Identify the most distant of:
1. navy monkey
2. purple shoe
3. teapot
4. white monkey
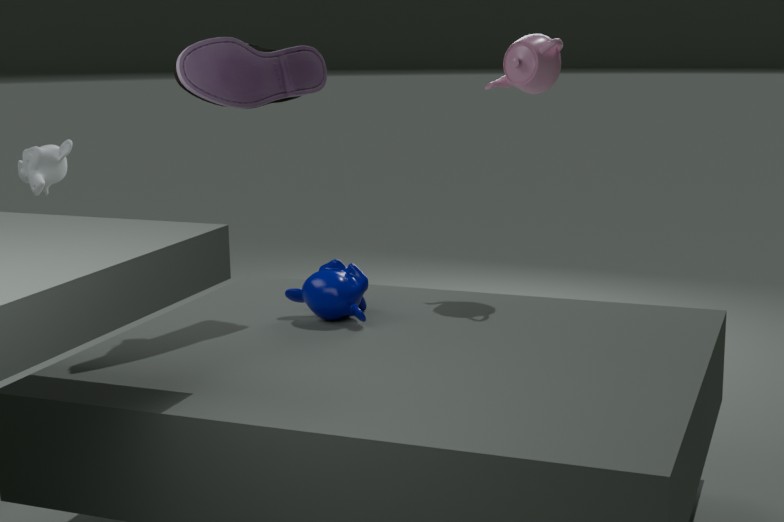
white monkey
